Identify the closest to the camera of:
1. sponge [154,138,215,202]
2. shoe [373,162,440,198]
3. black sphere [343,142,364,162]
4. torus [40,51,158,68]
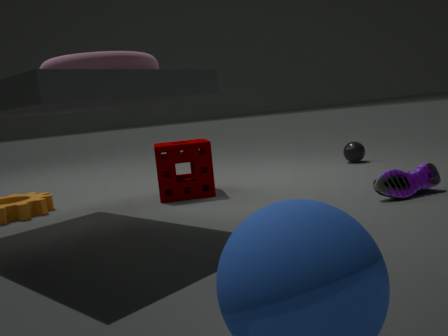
torus [40,51,158,68]
